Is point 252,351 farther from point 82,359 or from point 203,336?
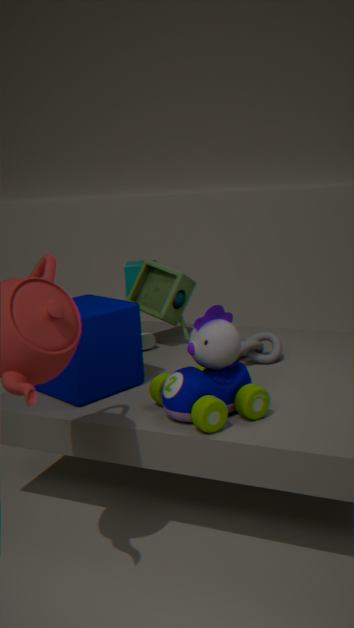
point 82,359
